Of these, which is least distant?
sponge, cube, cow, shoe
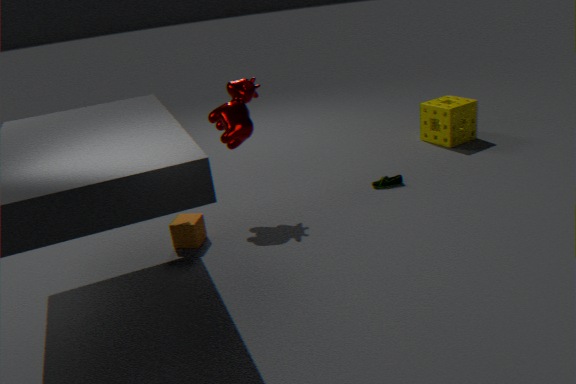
cube
